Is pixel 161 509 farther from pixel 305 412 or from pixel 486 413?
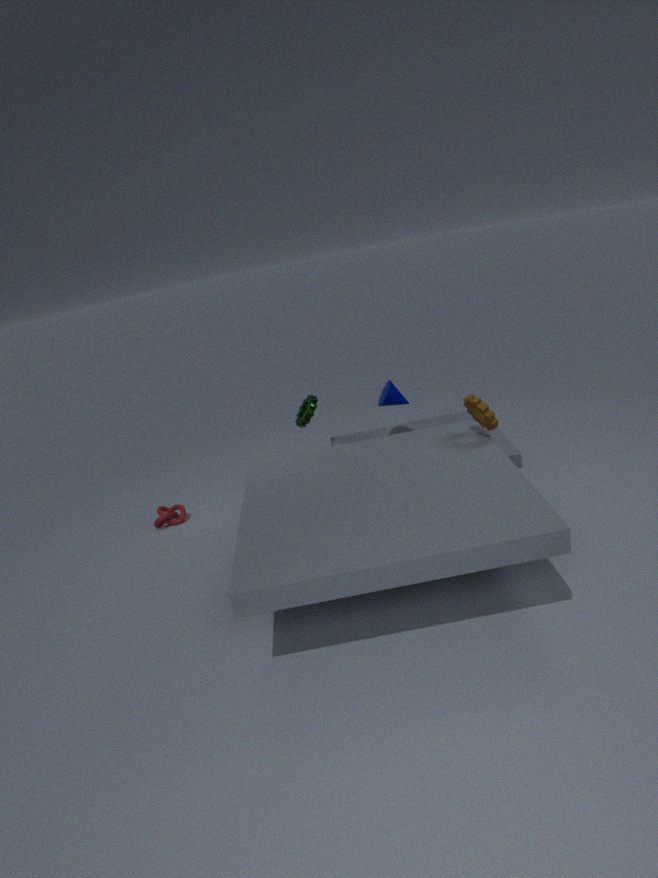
pixel 486 413
